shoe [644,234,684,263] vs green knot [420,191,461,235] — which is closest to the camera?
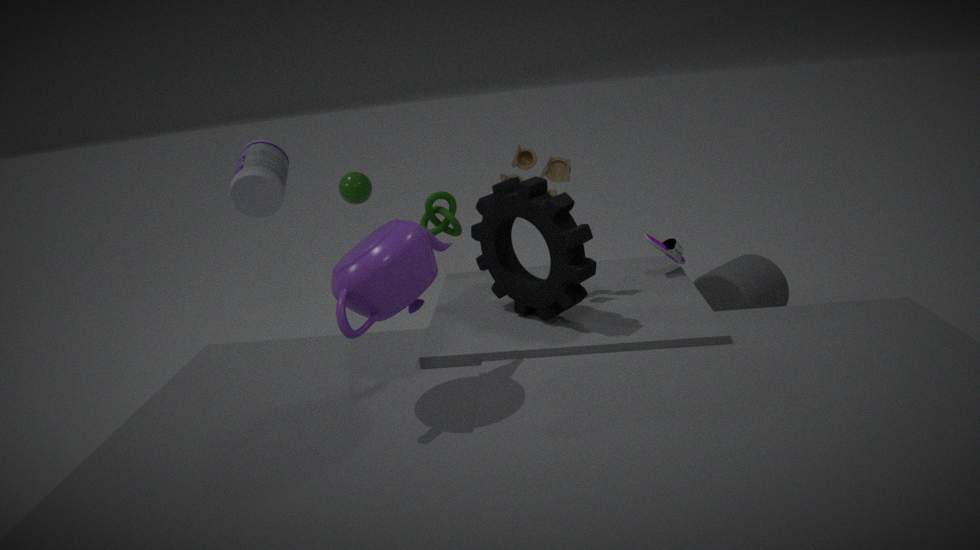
shoe [644,234,684,263]
